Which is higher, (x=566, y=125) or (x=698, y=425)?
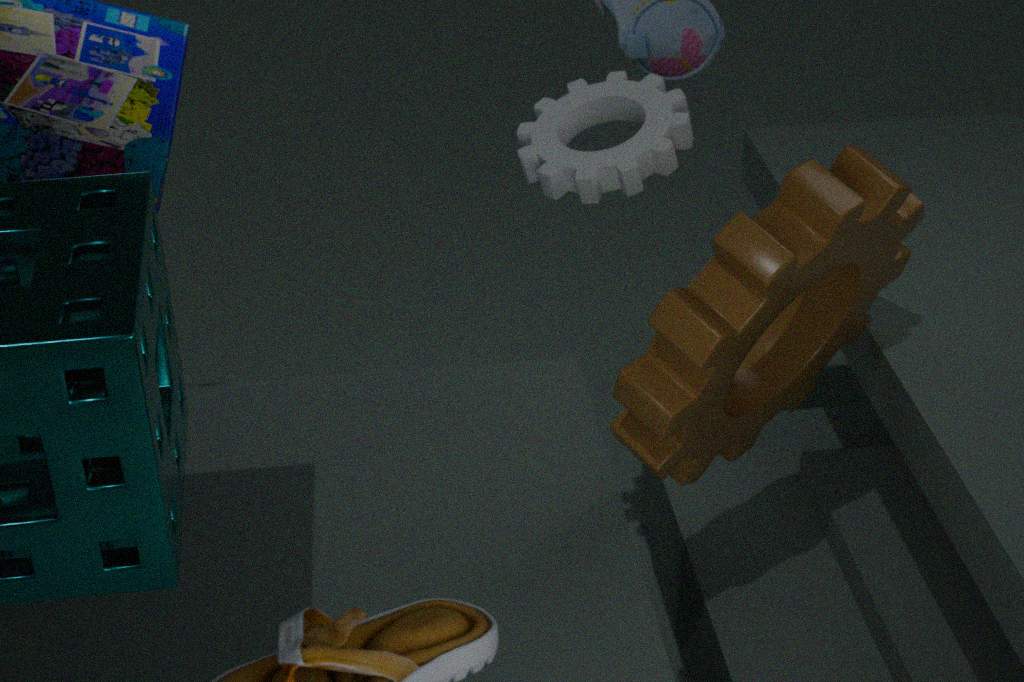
(x=566, y=125)
